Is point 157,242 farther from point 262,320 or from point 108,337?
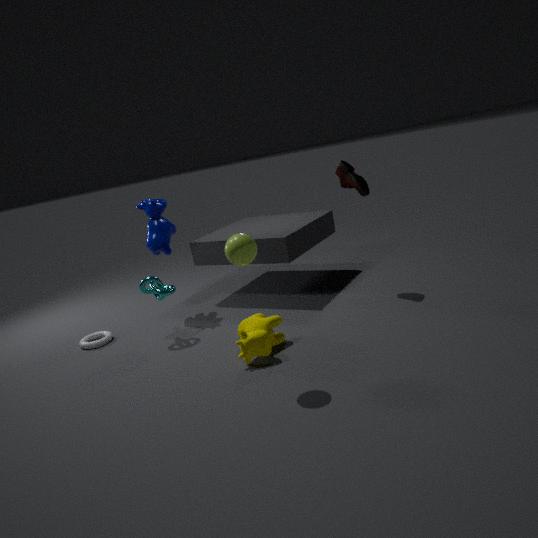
point 262,320
